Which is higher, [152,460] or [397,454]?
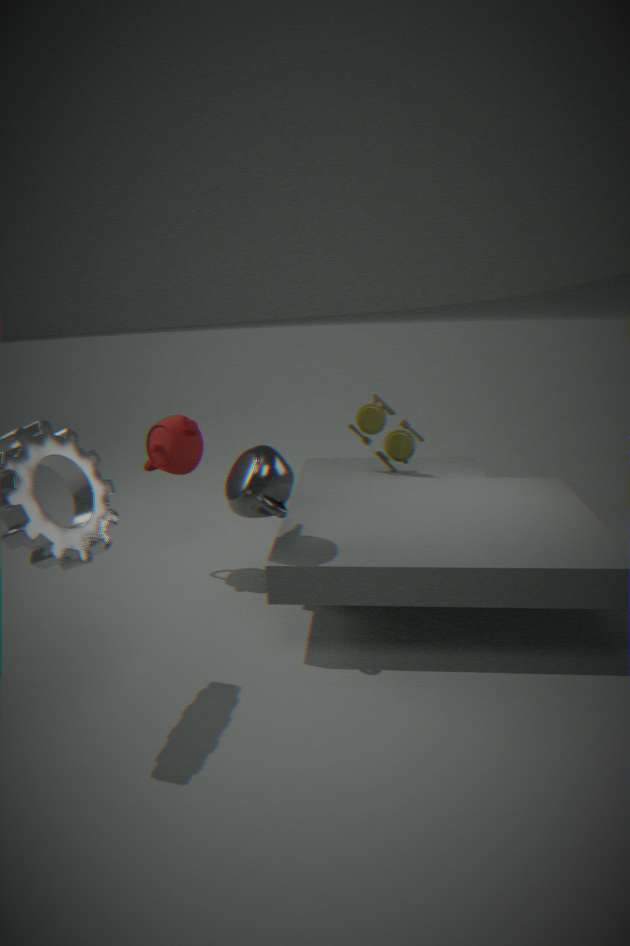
[152,460]
